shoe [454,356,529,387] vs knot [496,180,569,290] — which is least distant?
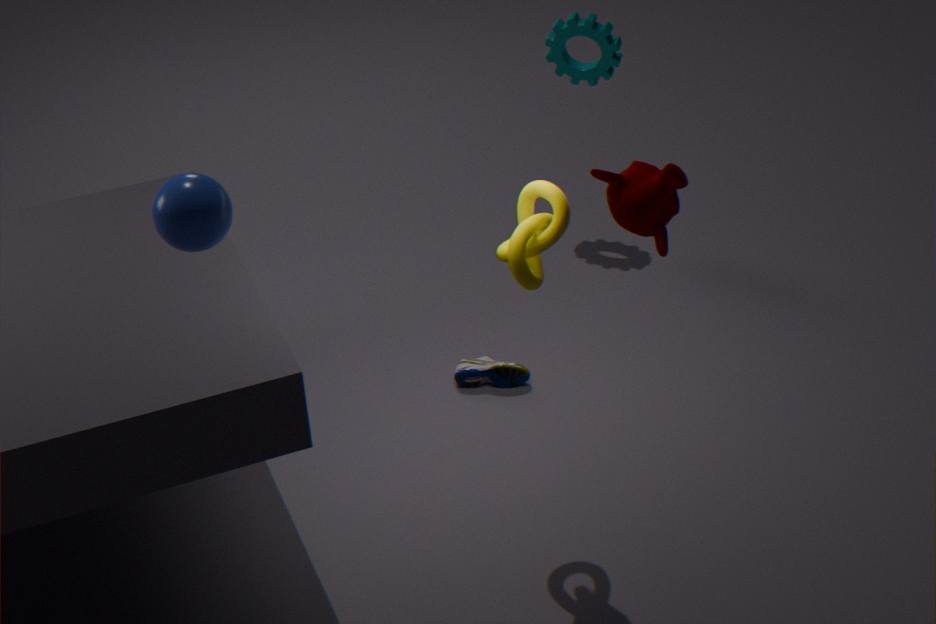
knot [496,180,569,290]
